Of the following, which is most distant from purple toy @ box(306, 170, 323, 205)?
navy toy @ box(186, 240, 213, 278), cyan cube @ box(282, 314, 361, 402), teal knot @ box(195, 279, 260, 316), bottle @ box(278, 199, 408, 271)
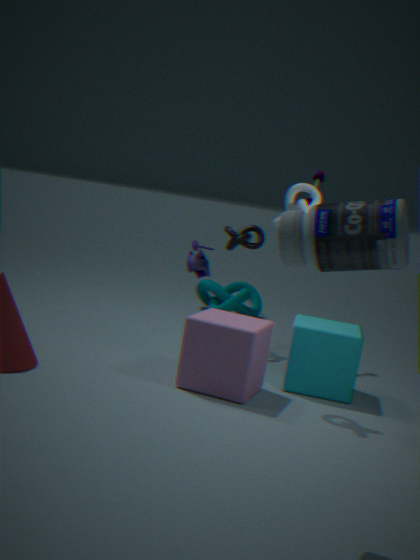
bottle @ box(278, 199, 408, 271)
